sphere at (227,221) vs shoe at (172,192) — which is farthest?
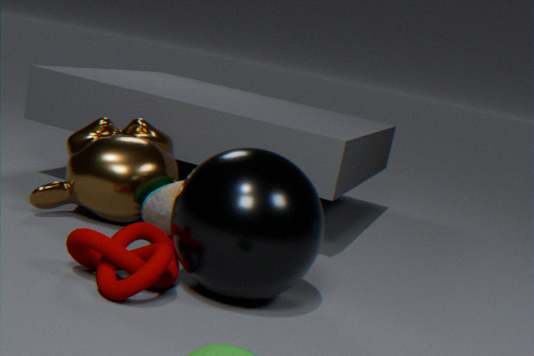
shoe at (172,192)
